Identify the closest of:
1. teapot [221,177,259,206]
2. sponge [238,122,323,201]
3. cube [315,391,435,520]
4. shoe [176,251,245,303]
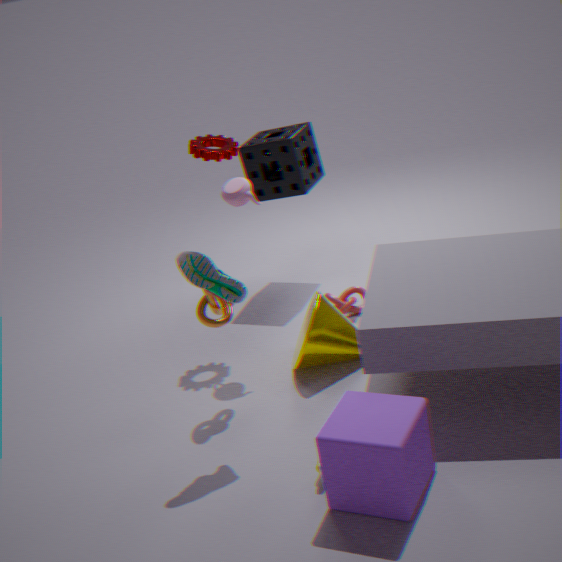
cube [315,391,435,520]
